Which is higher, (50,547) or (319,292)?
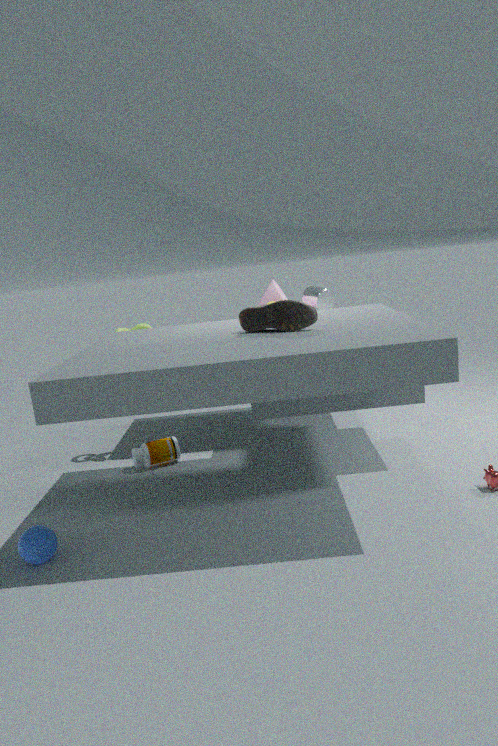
(319,292)
